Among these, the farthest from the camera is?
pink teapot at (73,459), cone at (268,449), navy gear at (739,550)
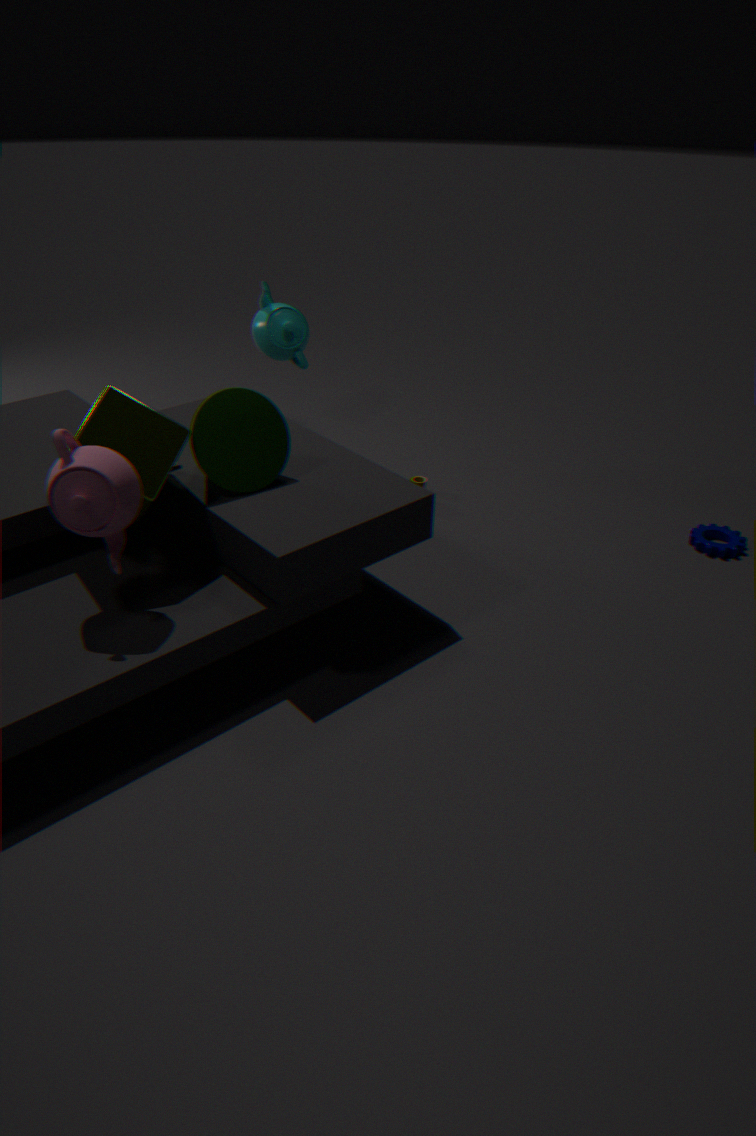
navy gear at (739,550)
